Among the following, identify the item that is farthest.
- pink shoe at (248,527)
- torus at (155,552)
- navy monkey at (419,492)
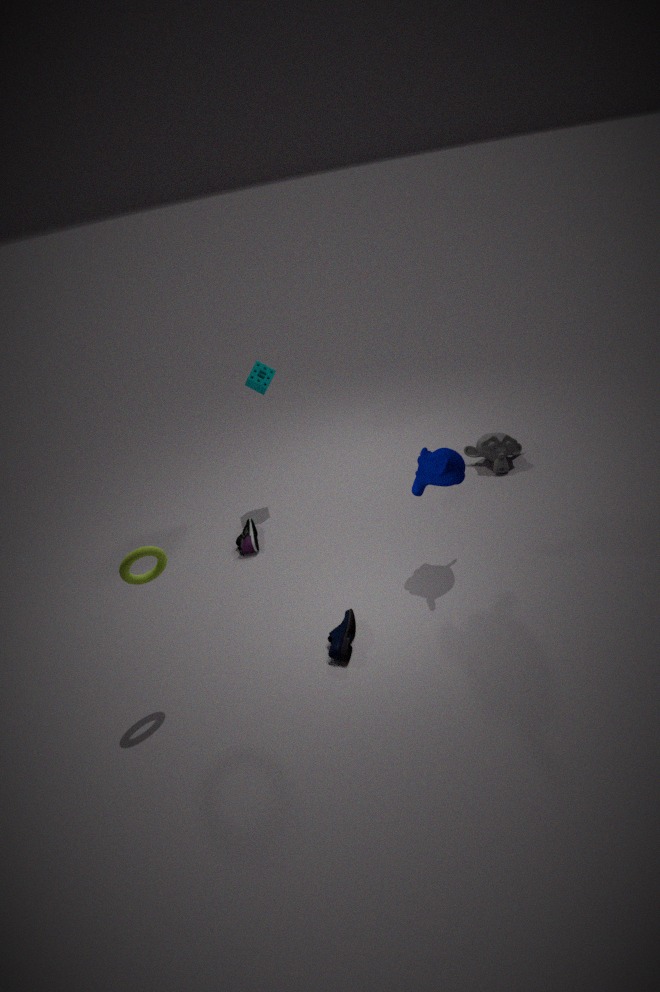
pink shoe at (248,527)
